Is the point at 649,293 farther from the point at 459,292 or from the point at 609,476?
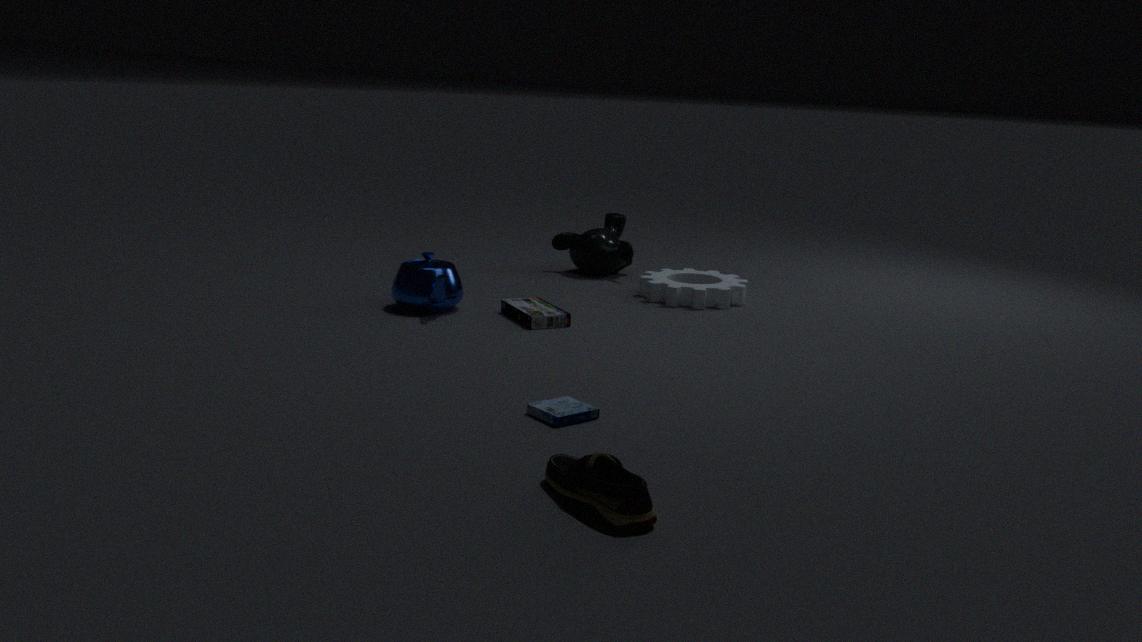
the point at 609,476
